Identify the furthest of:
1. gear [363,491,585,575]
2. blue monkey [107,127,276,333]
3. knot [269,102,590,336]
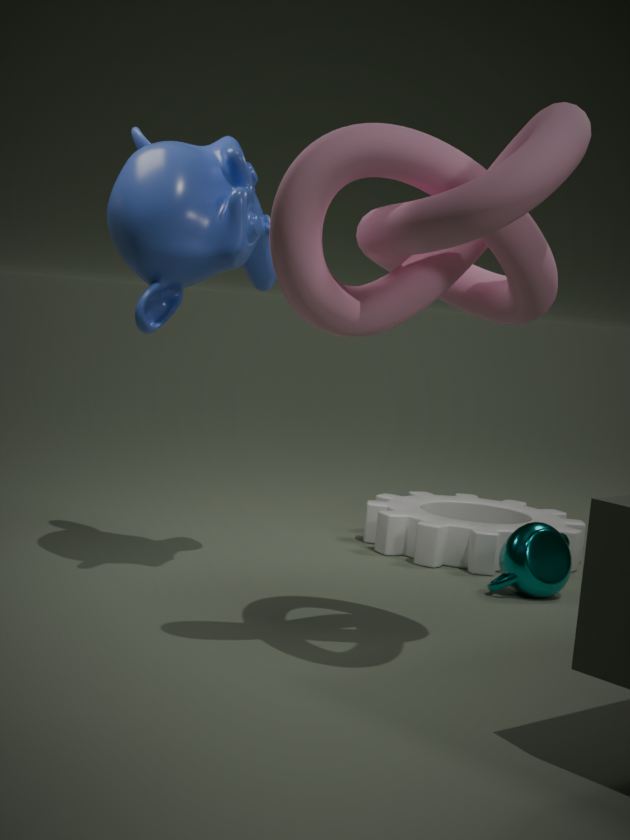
gear [363,491,585,575]
